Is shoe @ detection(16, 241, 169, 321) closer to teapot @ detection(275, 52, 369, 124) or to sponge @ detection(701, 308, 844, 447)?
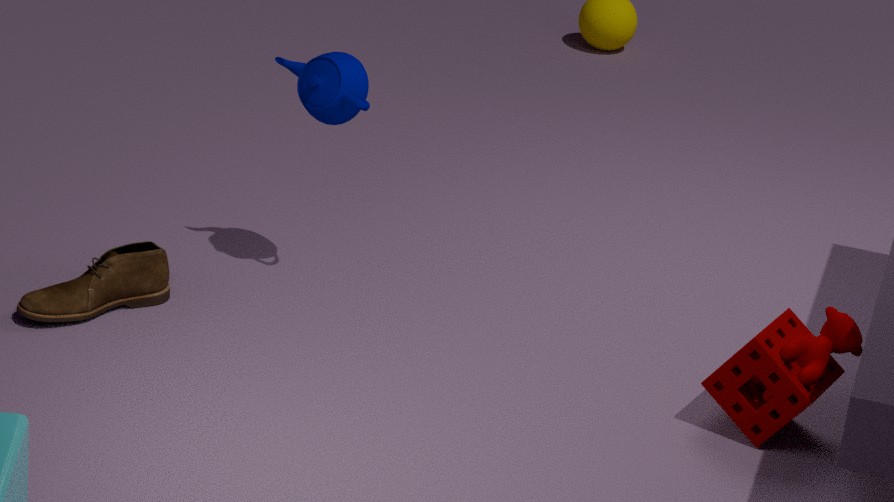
teapot @ detection(275, 52, 369, 124)
